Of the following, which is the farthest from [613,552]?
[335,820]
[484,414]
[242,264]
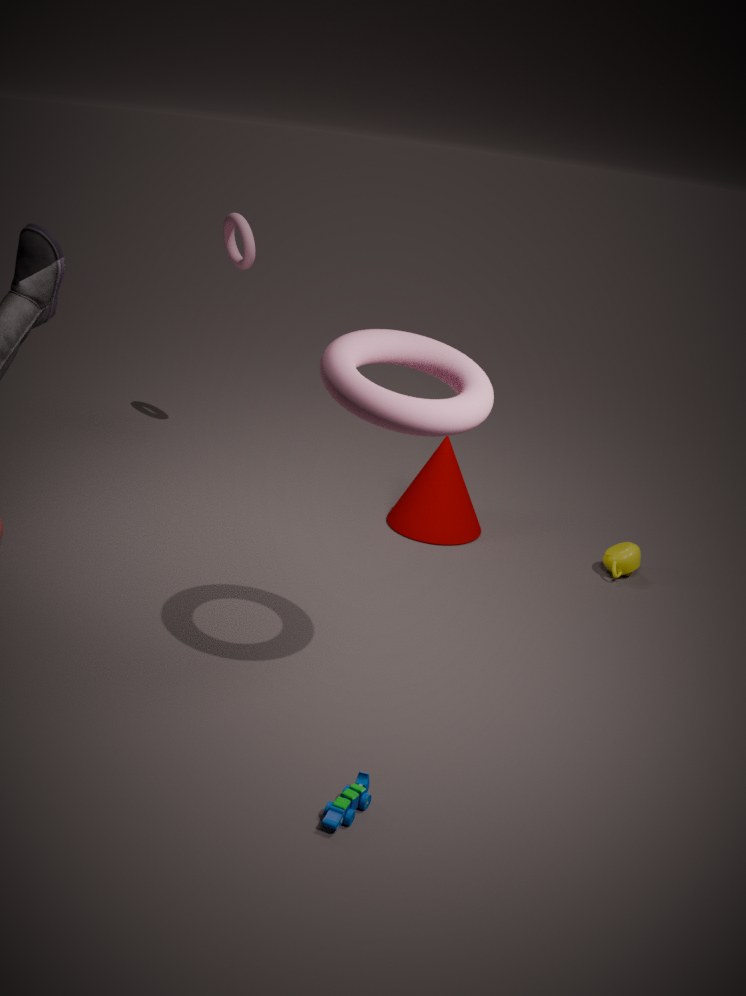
[242,264]
